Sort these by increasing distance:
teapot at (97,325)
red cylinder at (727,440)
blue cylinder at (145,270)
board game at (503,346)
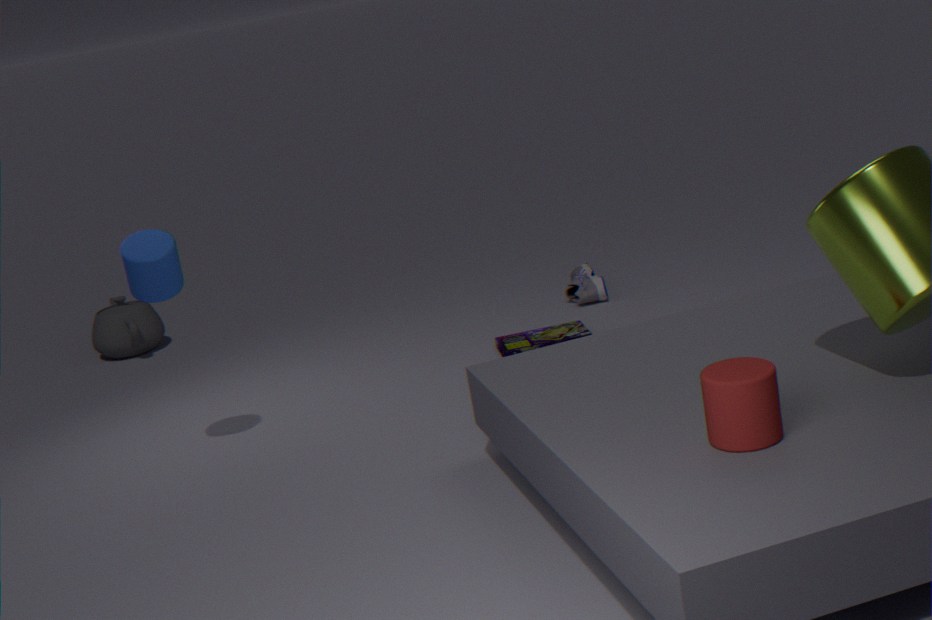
red cylinder at (727,440) → blue cylinder at (145,270) → board game at (503,346) → teapot at (97,325)
